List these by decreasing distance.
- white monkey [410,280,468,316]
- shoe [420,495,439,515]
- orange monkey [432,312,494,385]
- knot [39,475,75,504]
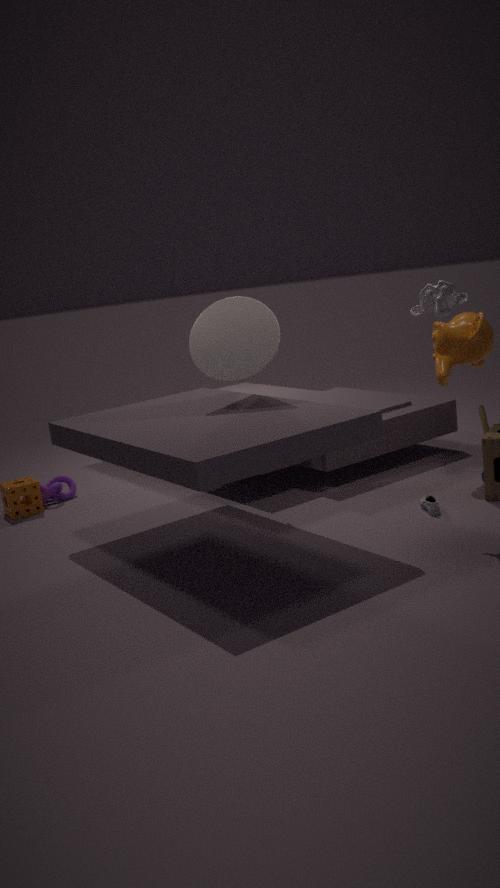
knot [39,475,75,504], orange monkey [432,312,494,385], shoe [420,495,439,515], white monkey [410,280,468,316]
